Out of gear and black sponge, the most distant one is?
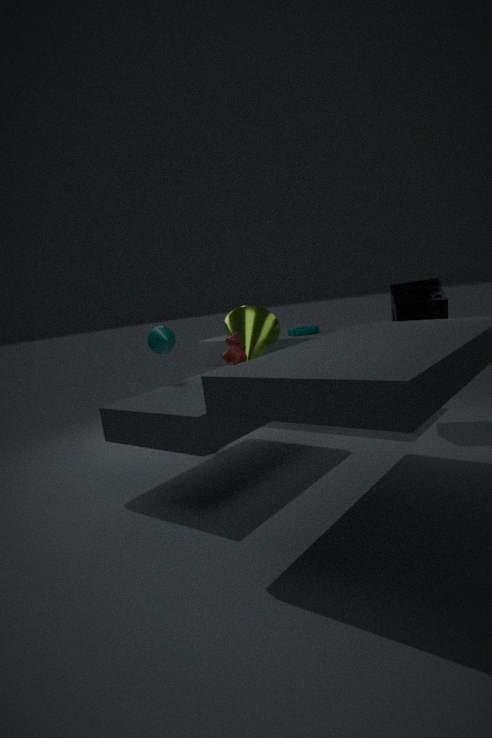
gear
